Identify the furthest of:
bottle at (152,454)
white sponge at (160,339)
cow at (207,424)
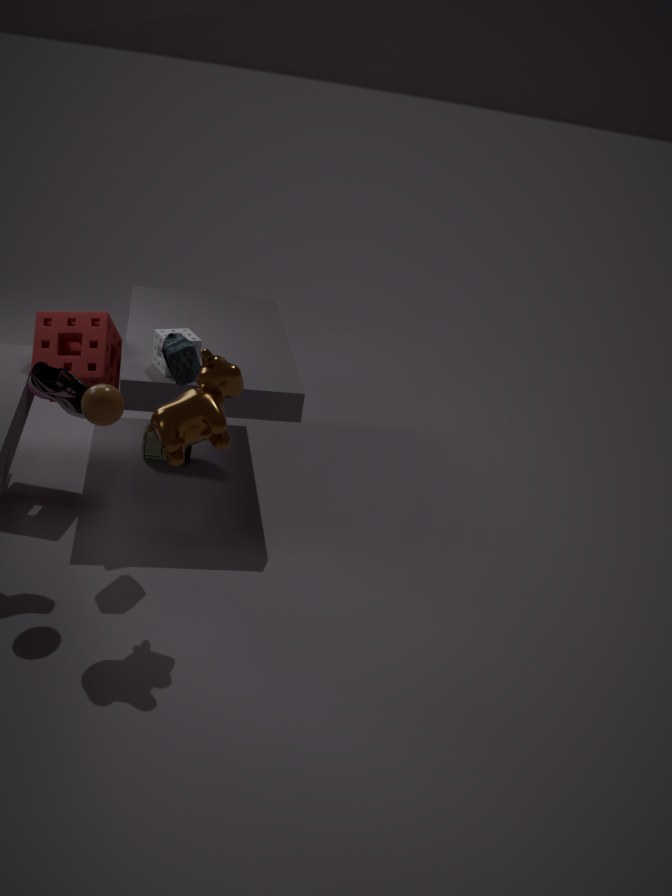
bottle at (152,454)
